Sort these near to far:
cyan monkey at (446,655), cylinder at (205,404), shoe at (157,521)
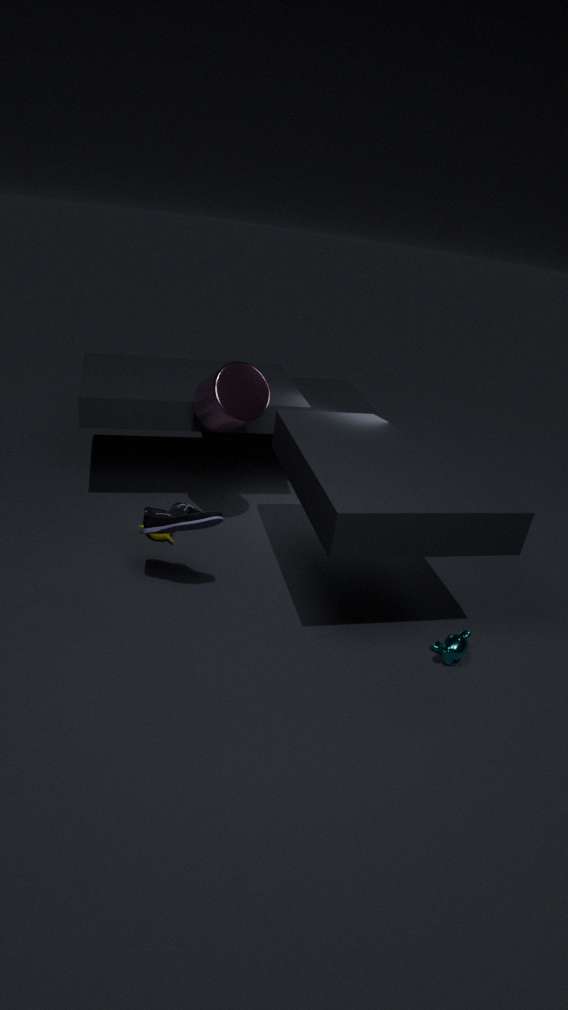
shoe at (157,521) < cyan monkey at (446,655) < cylinder at (205,404)
